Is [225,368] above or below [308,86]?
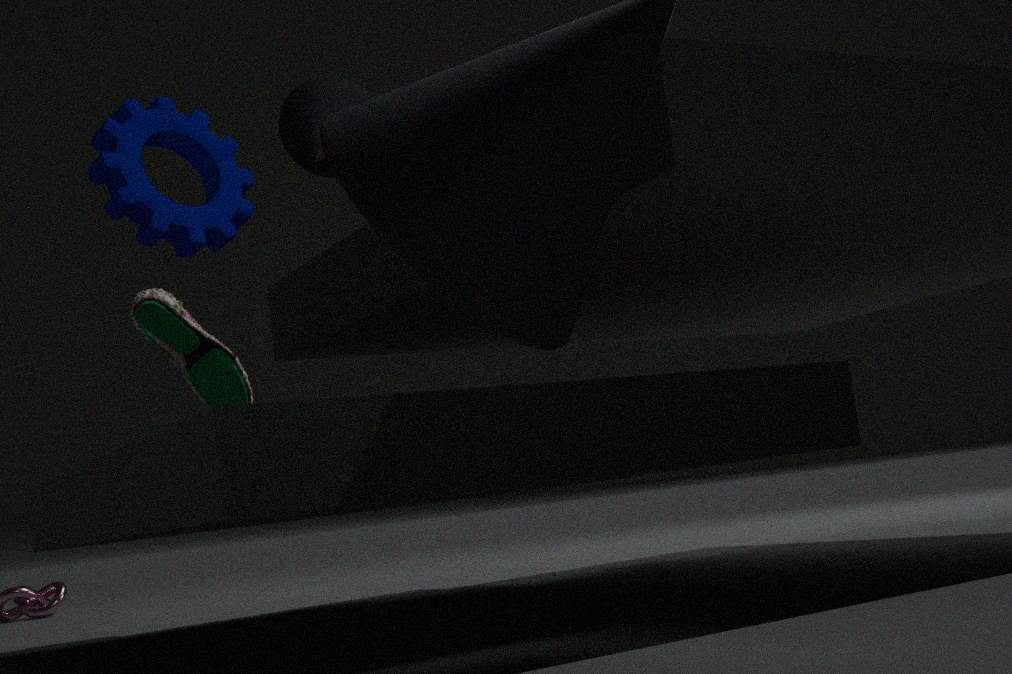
below
